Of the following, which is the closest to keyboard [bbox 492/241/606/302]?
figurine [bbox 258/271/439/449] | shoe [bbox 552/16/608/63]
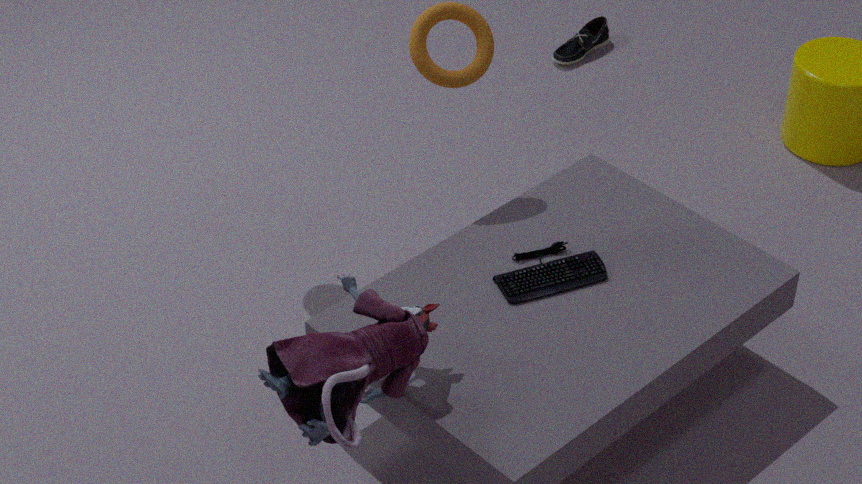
figurine [bbox 258/271/439/449]
